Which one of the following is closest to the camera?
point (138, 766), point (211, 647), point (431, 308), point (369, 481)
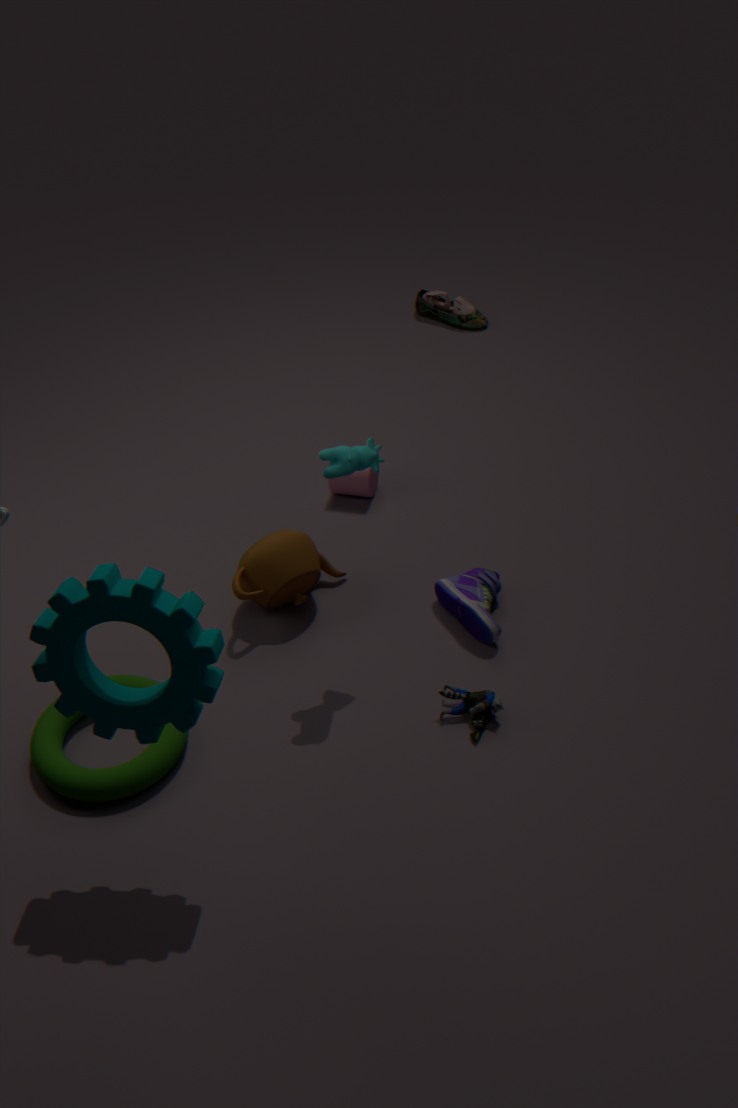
point (211, 647)
